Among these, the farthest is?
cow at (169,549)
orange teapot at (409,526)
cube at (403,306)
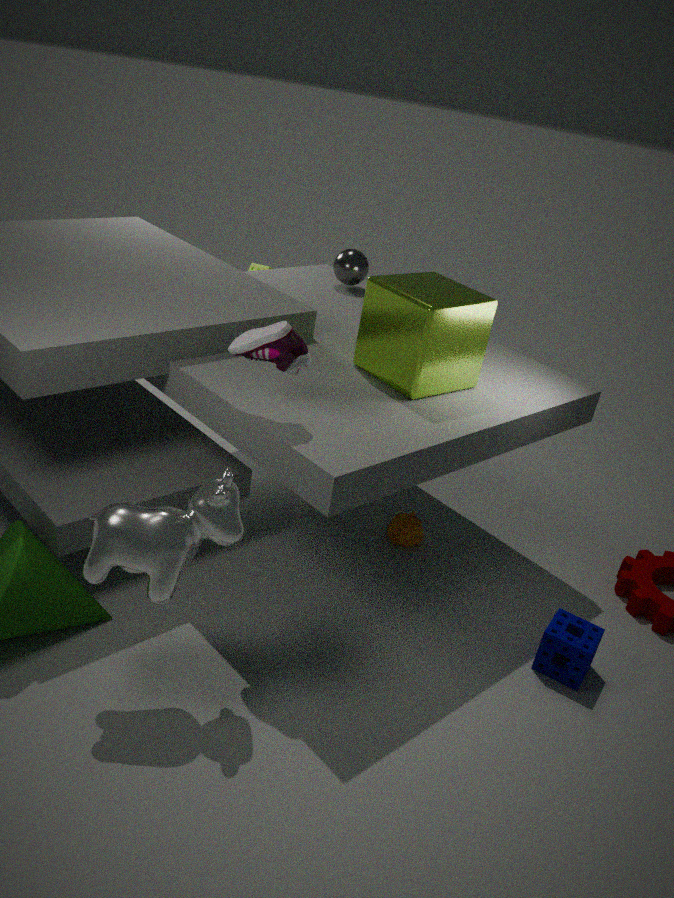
orange teapot at (409,526)
